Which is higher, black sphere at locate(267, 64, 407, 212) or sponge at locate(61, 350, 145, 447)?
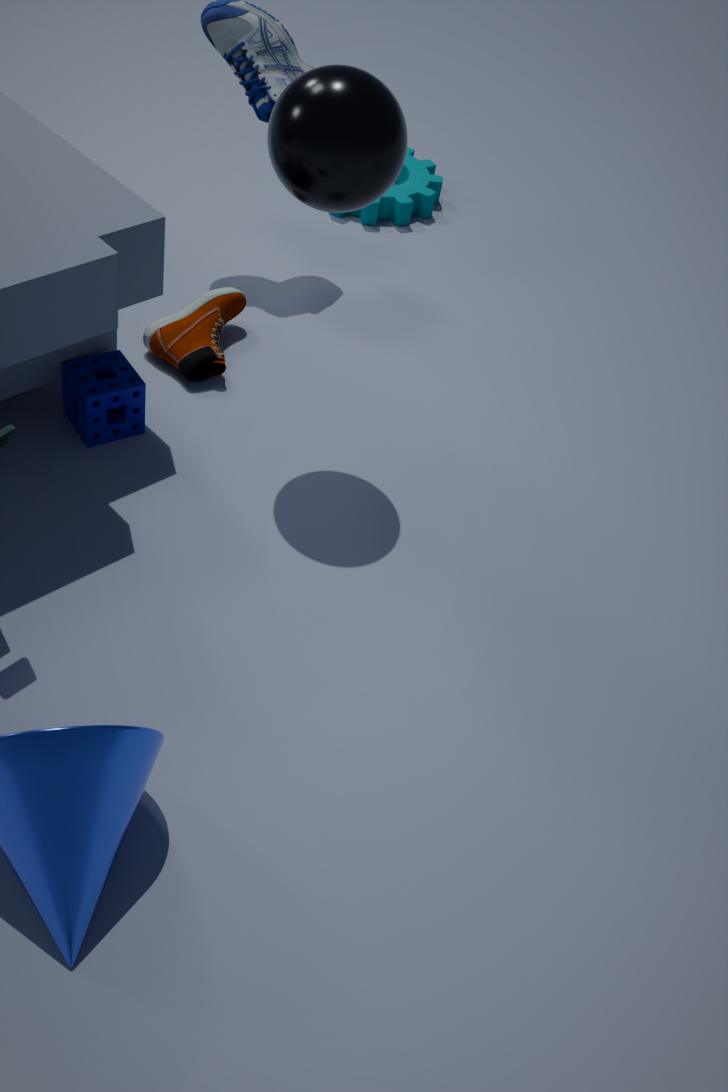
black sphere at locate(267, 64, 407, 212)
